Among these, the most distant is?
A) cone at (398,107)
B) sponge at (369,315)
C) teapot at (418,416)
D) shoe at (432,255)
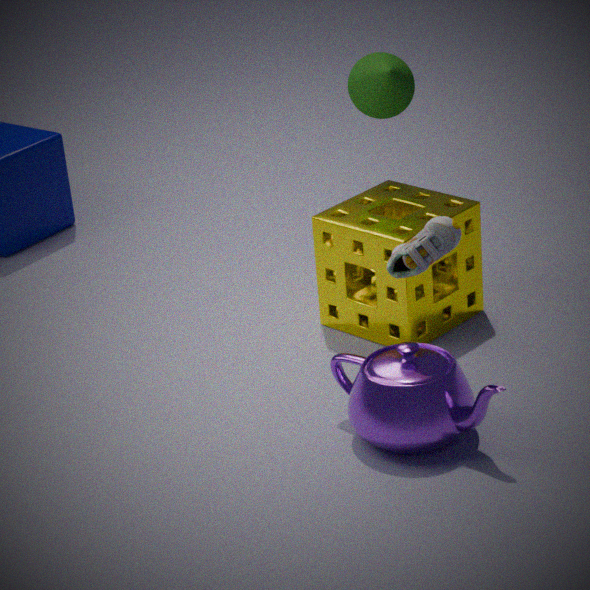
A. cone at (398,107)
